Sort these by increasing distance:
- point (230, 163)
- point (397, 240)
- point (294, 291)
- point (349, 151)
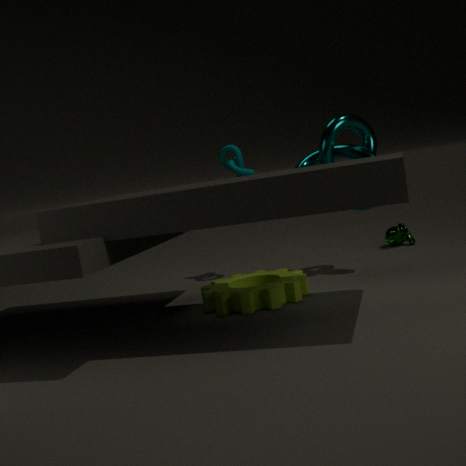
1. point (294, 291)
2. point (349, 151)
3. point (230, 163)
4. point (397, 240)
